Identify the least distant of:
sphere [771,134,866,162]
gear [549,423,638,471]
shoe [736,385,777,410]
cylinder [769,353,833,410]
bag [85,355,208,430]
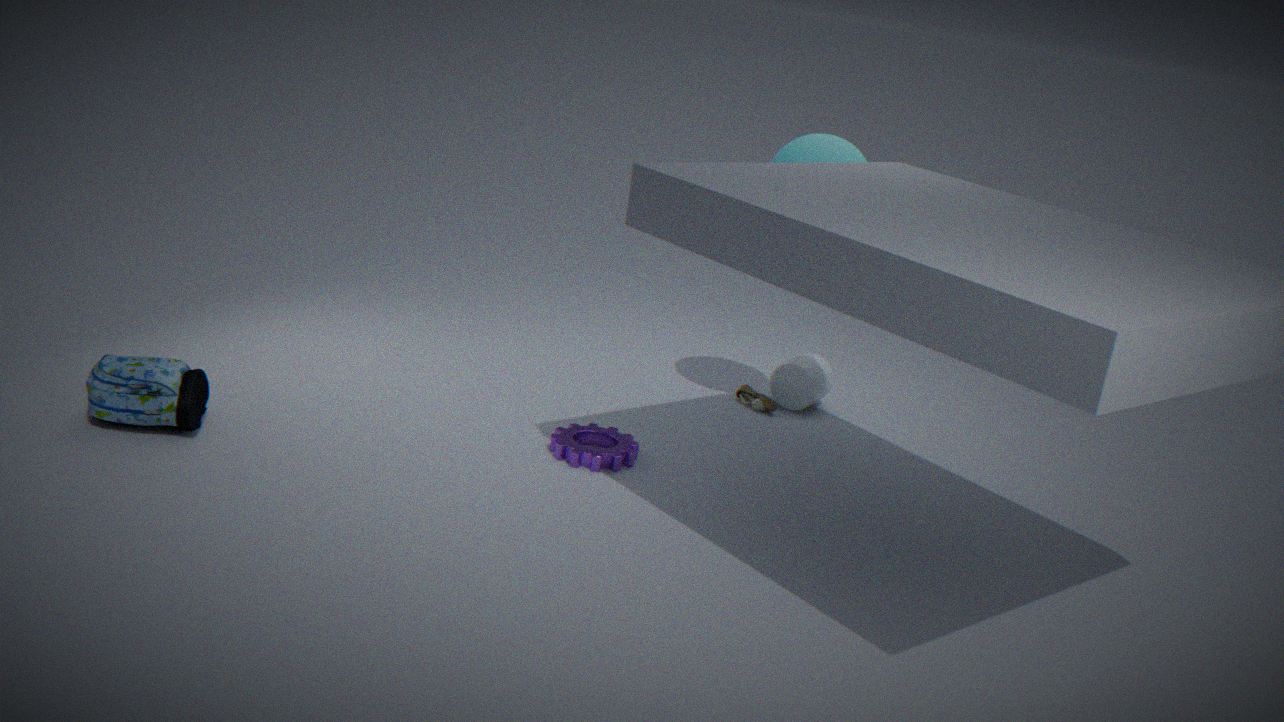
bag [85,355,208,430]
